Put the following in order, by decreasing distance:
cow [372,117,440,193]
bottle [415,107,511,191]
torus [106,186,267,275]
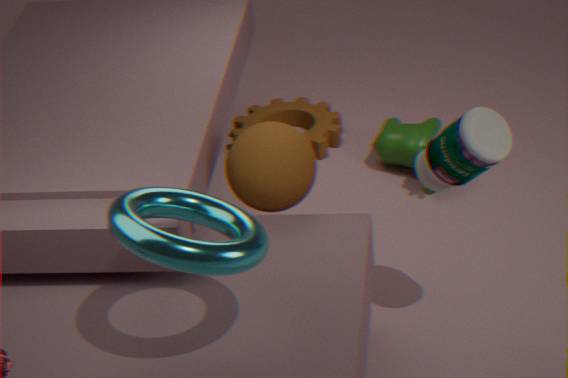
cow [372,117,440,193], bottle [415,107,511,191], torus [106,186,267,275]
